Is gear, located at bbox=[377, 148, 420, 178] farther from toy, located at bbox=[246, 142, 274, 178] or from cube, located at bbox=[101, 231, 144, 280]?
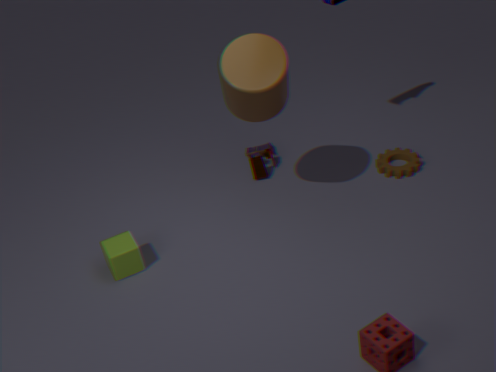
cube, located at bbox=[101, 231, 144, 280]
